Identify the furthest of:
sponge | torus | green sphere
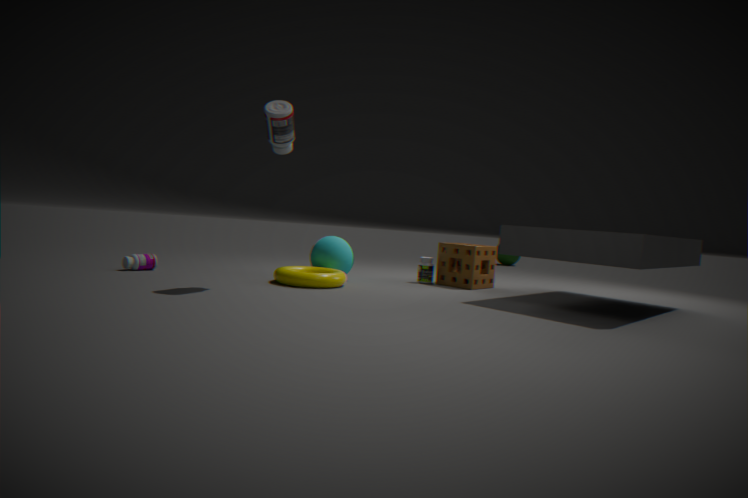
green sphere
